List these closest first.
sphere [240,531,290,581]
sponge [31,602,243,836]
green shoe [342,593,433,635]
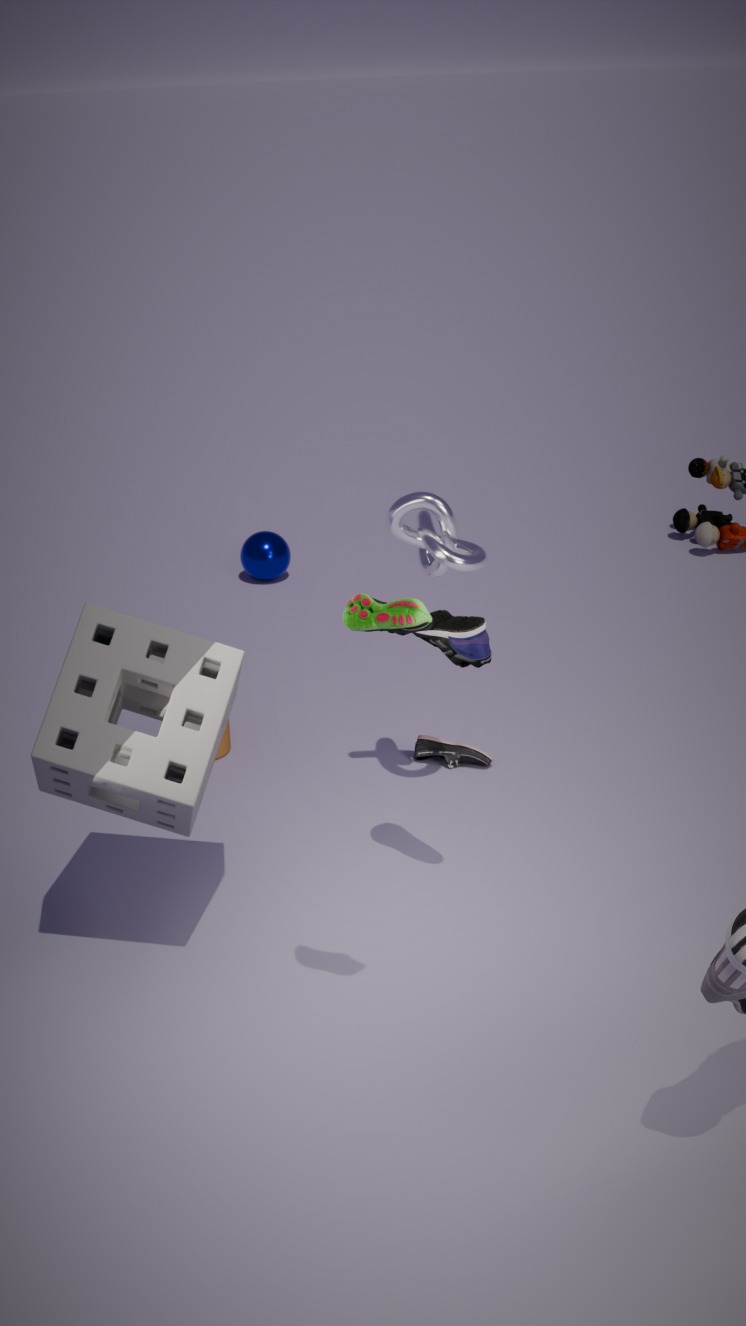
1. green shoe [342,593,433,635]
2. sponge [31,602,243,836]
3. sphere [240,531,290,581]
